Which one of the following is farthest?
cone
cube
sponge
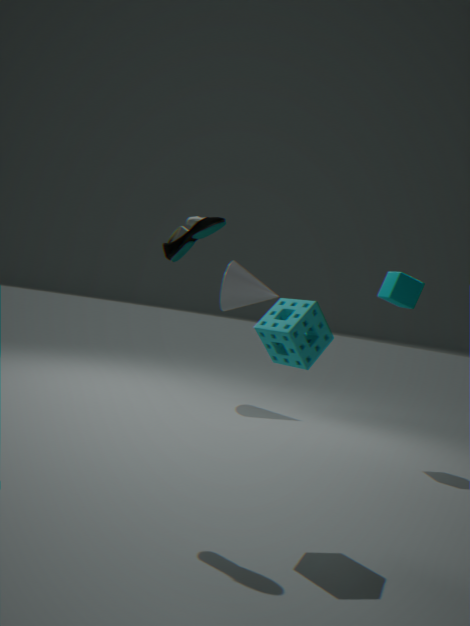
cone
